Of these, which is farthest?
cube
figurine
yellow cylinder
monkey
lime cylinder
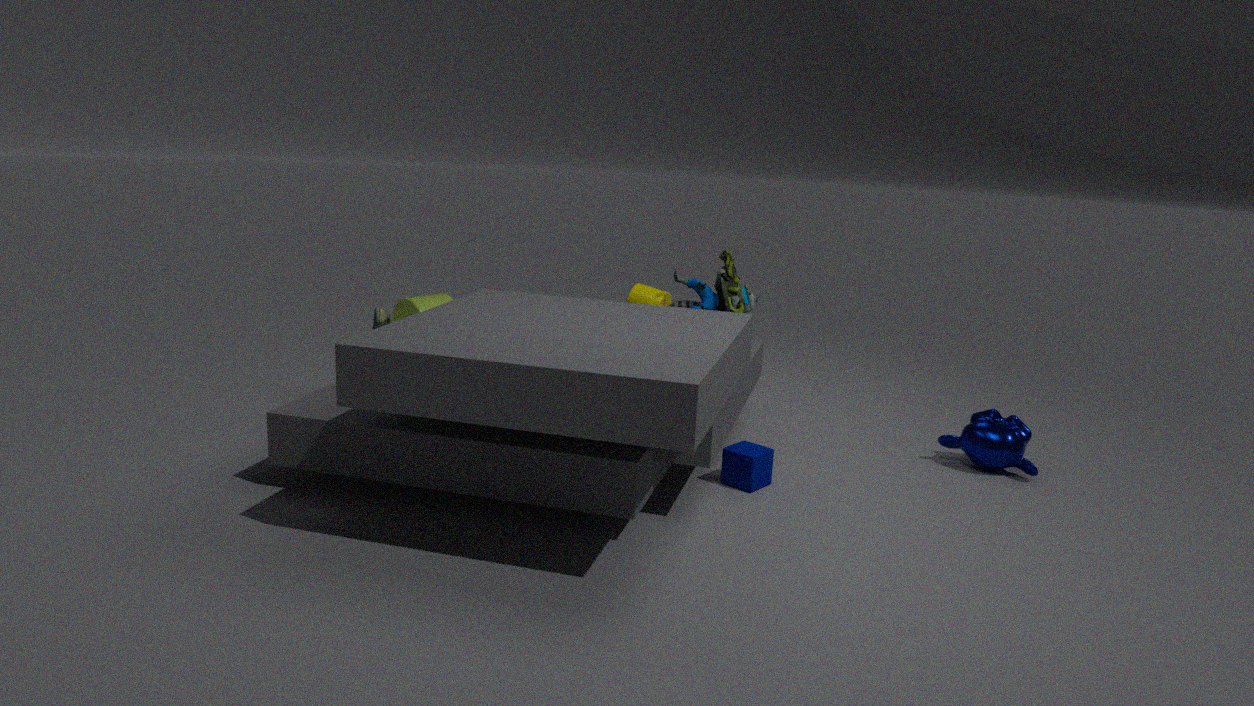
lime cylinder
